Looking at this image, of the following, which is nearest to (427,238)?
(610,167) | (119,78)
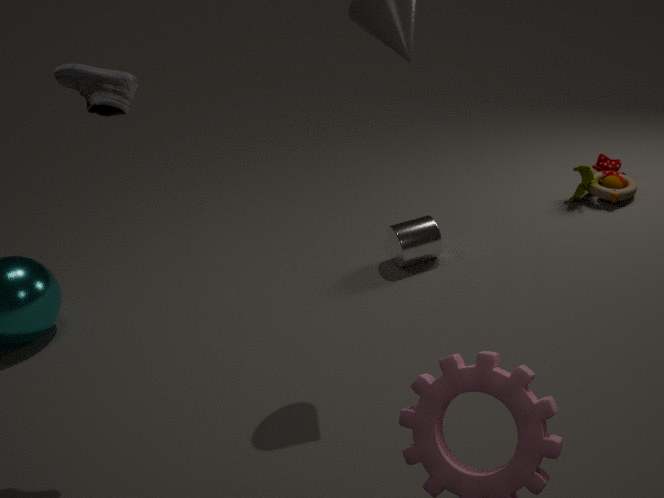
(610,167)
